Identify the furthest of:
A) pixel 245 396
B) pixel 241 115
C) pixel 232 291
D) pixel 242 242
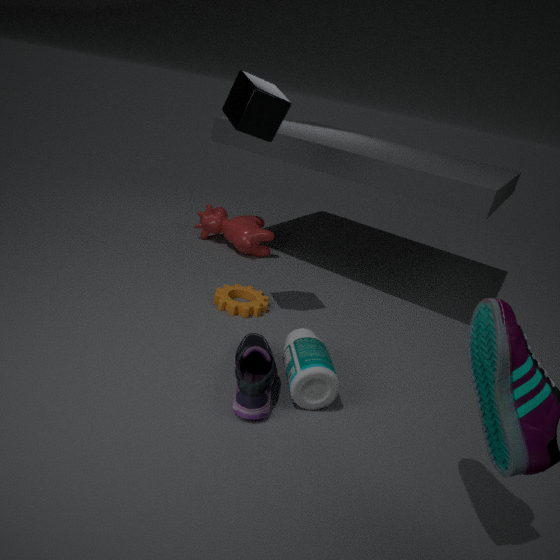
pixel 242 242
